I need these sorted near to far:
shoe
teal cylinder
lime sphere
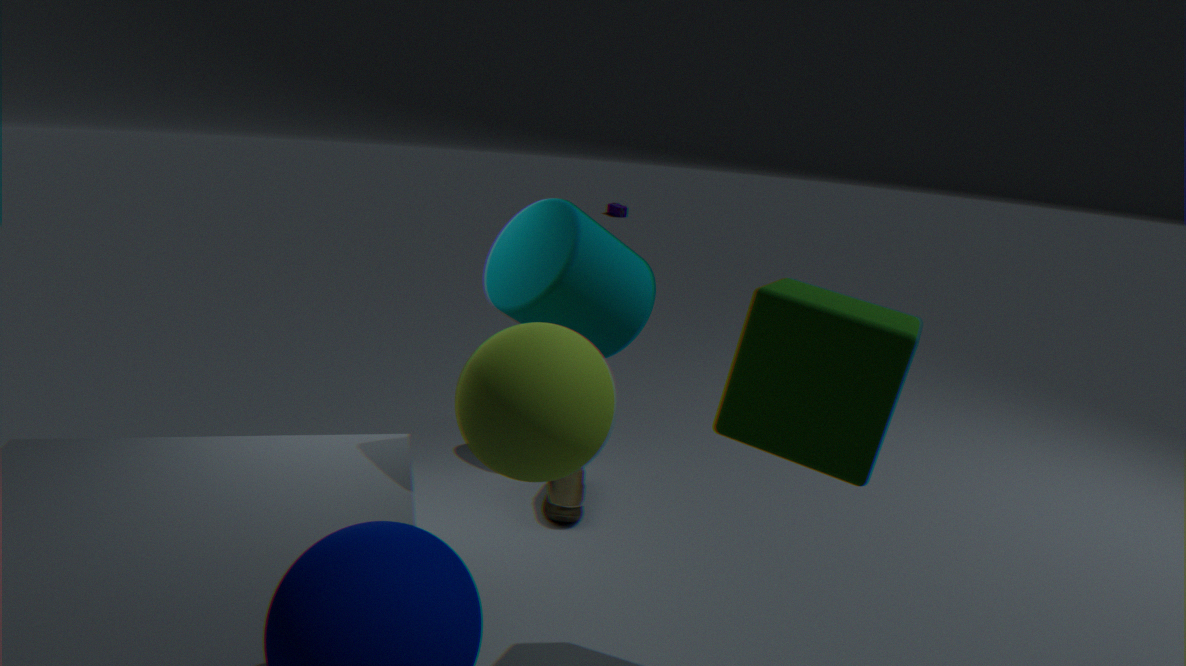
lime sphere
teal cylinder
shoe
